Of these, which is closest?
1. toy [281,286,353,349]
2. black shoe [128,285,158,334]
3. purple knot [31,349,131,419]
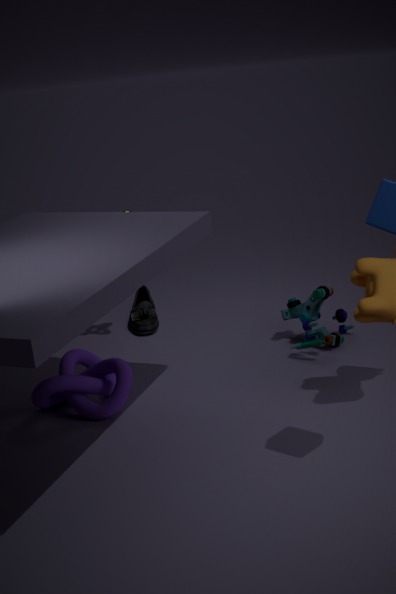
purple knot [31,349,131,419]
